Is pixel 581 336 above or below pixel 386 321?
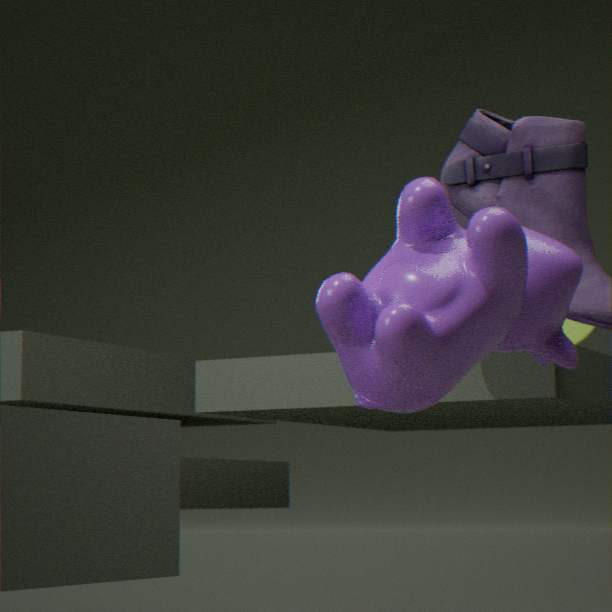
above
